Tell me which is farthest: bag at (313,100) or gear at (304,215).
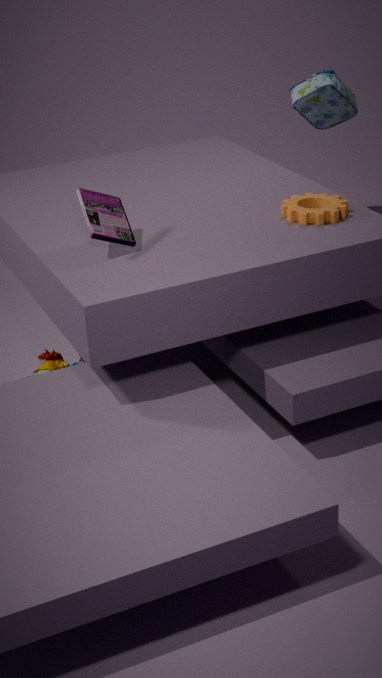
bag at (313,100)
